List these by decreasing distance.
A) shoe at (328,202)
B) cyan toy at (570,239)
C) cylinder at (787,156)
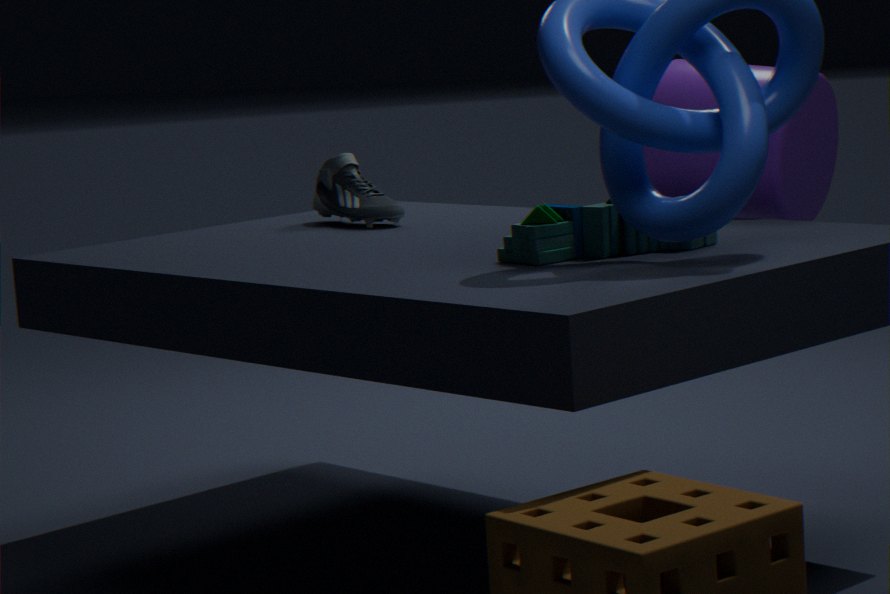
1. A. shoe at (328,202)
2. C. cylinder at (787,156)
3. B. cyan toy at (570,239)
